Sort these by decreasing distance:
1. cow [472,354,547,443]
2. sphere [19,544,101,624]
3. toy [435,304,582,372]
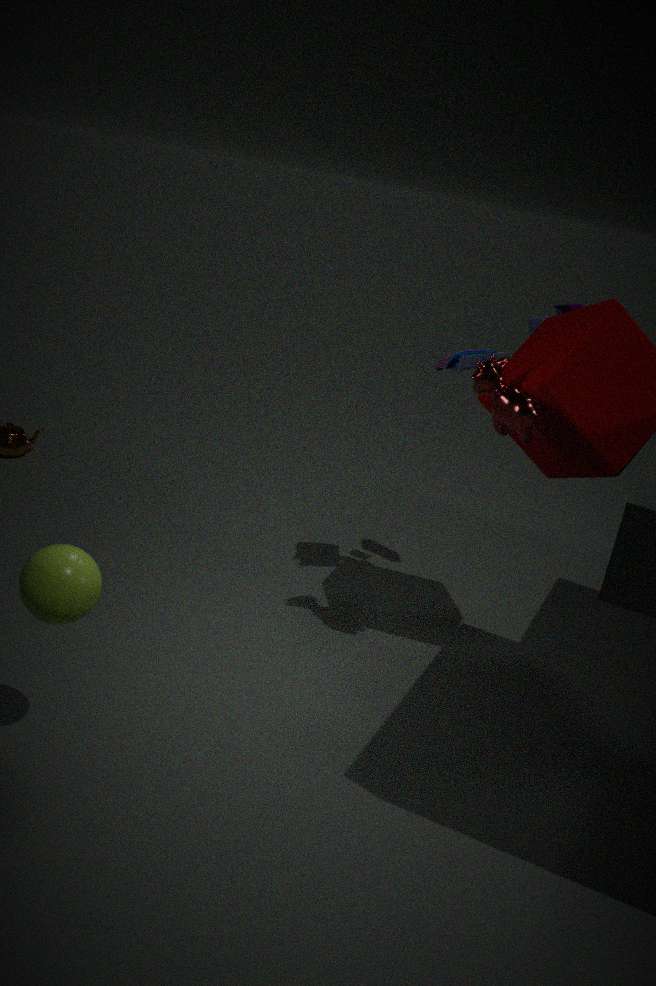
toy [435,304,582,372], cow [472,354,547,443], sphere [19,544,101,624]
